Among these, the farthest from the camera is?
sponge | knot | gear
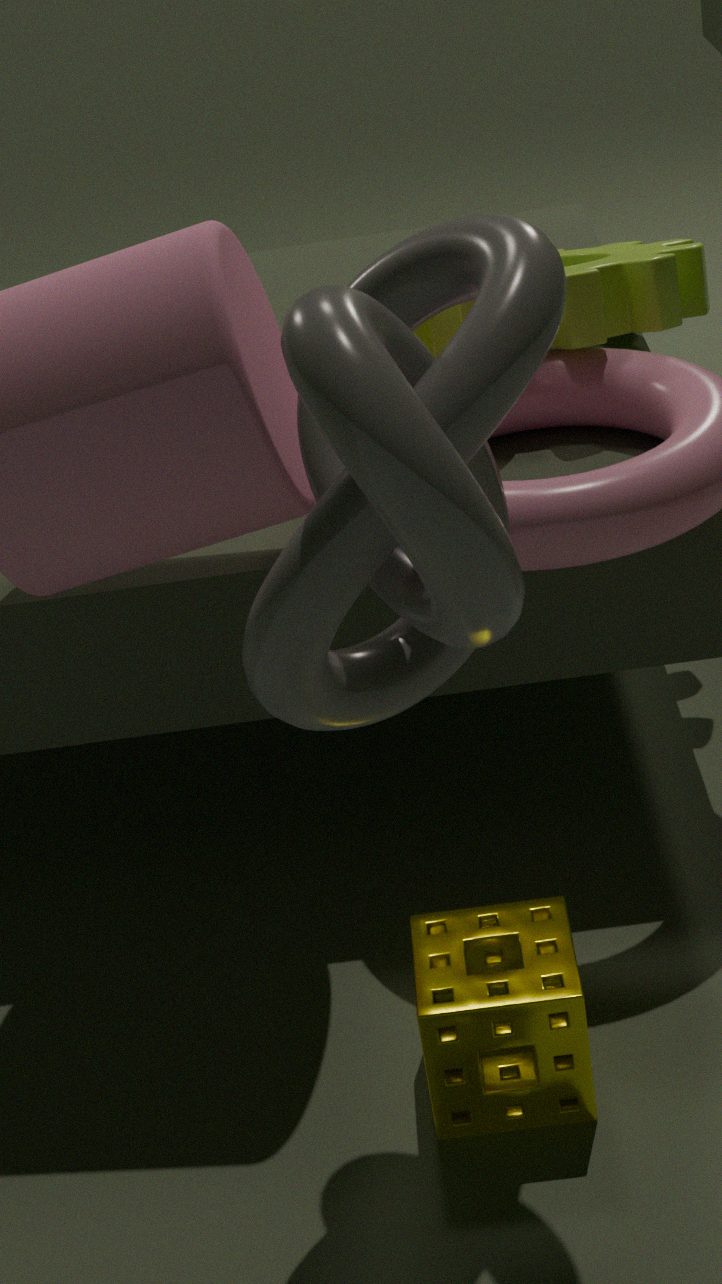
gear
